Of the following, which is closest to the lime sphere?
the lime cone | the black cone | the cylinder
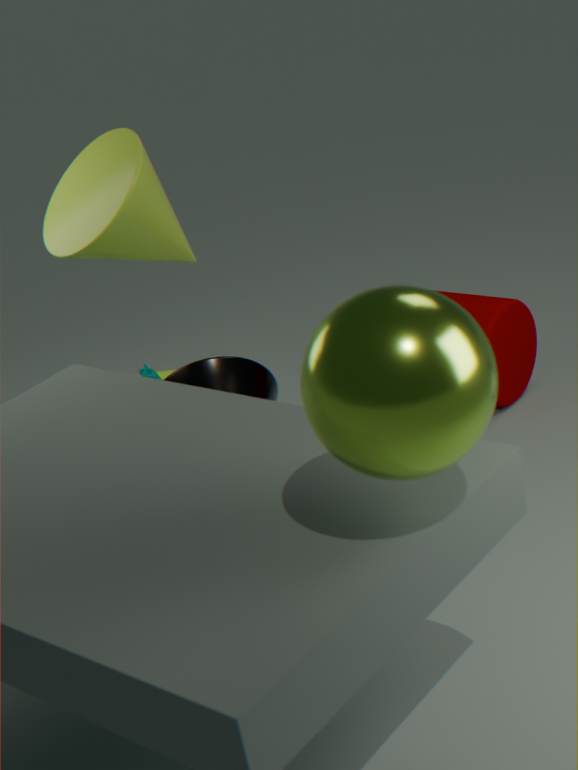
the lime cone
